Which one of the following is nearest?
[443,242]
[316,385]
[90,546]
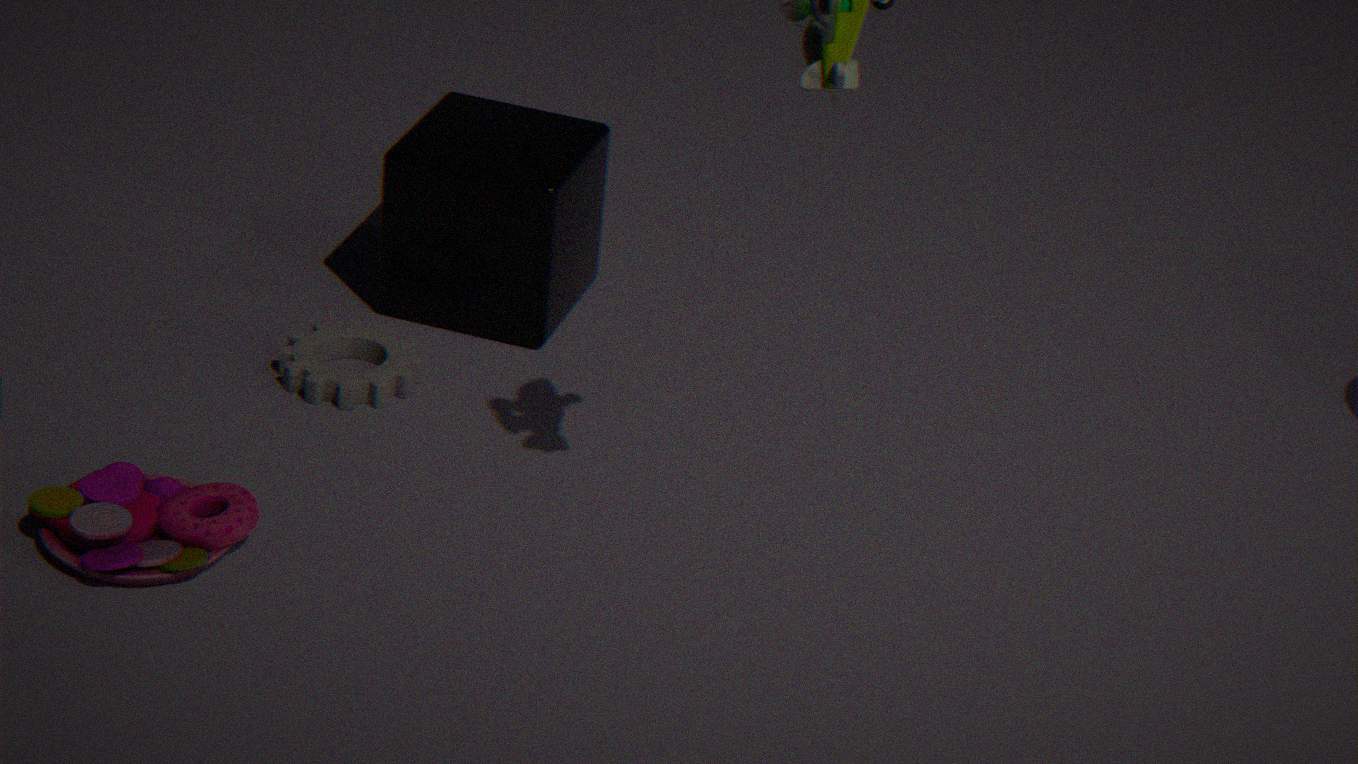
[90,546]
